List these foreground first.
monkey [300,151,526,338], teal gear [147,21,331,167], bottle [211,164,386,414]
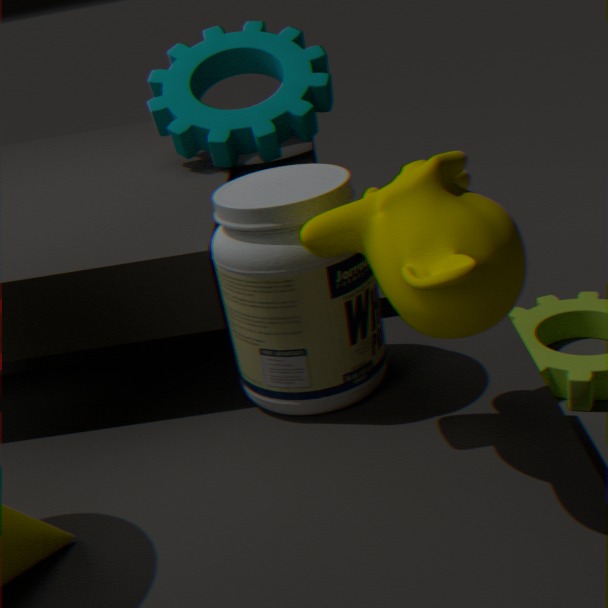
monkey [300,151,526,338] → bottle [211,164,386,414] → teal gear [147,21,331,167]
